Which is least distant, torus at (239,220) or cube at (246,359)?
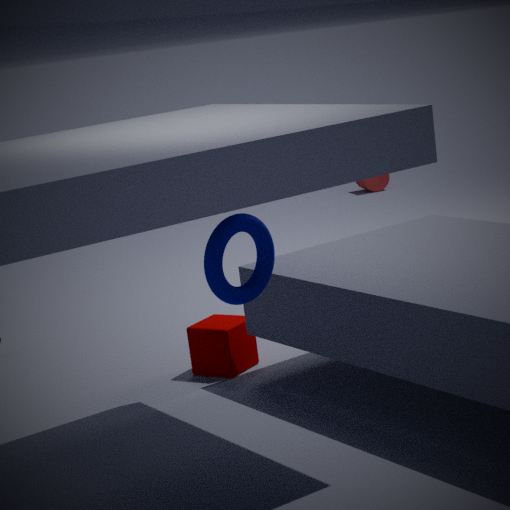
torus at (239,220)
